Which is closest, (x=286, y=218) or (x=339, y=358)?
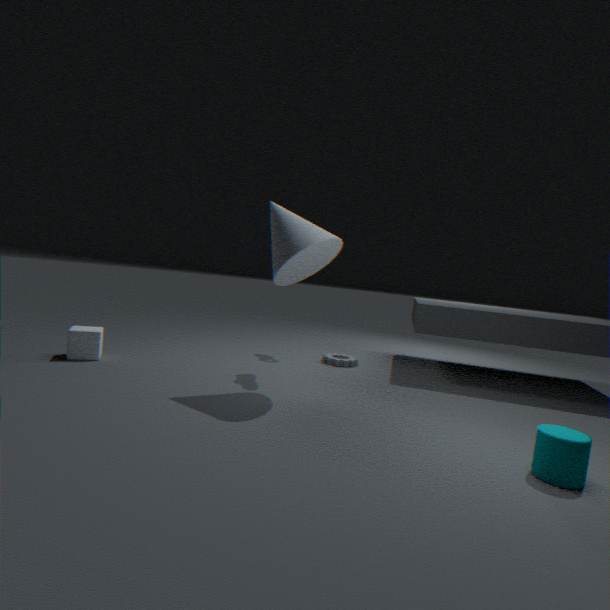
(x=286, y=218)
